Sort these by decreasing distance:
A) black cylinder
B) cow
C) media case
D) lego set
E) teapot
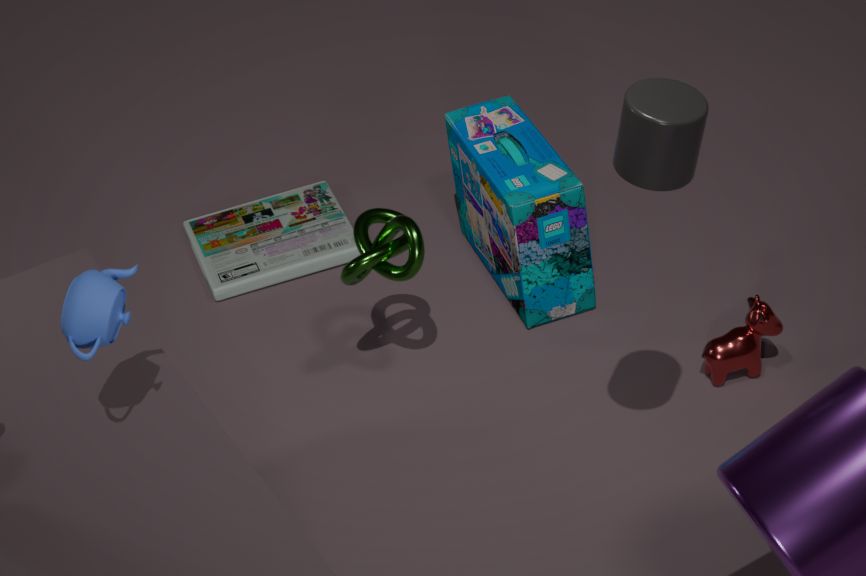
media case → lego set → cow → black cylinder → teapot
